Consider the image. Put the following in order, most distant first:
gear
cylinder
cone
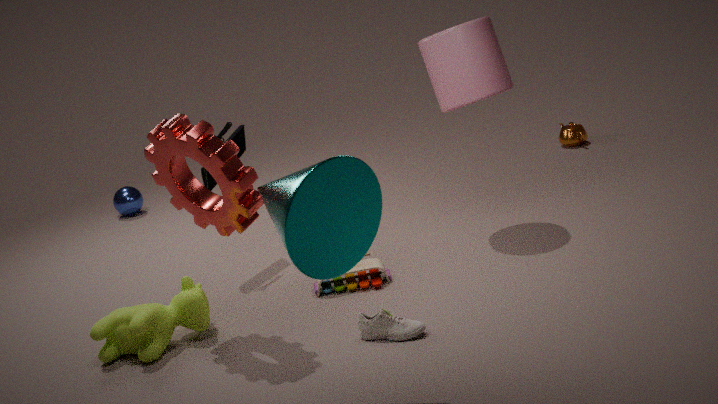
cylinder < gear < cone
